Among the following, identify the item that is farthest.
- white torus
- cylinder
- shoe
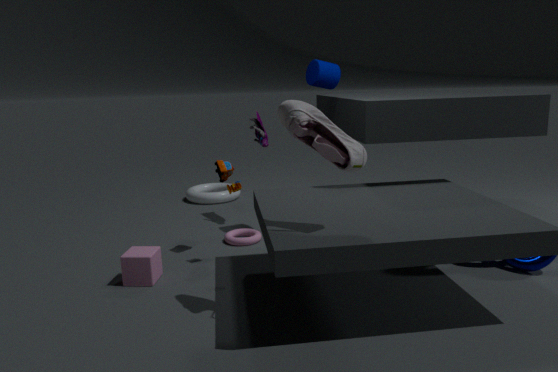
white torus
